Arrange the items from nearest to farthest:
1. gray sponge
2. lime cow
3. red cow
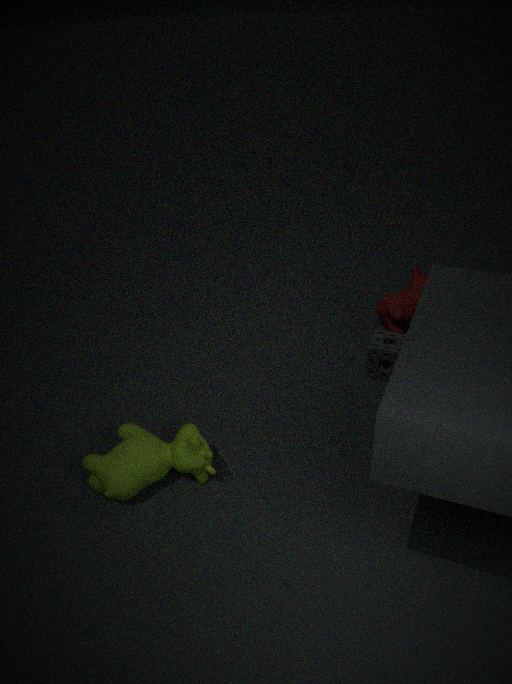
lime cow, gray sponge, red cow
